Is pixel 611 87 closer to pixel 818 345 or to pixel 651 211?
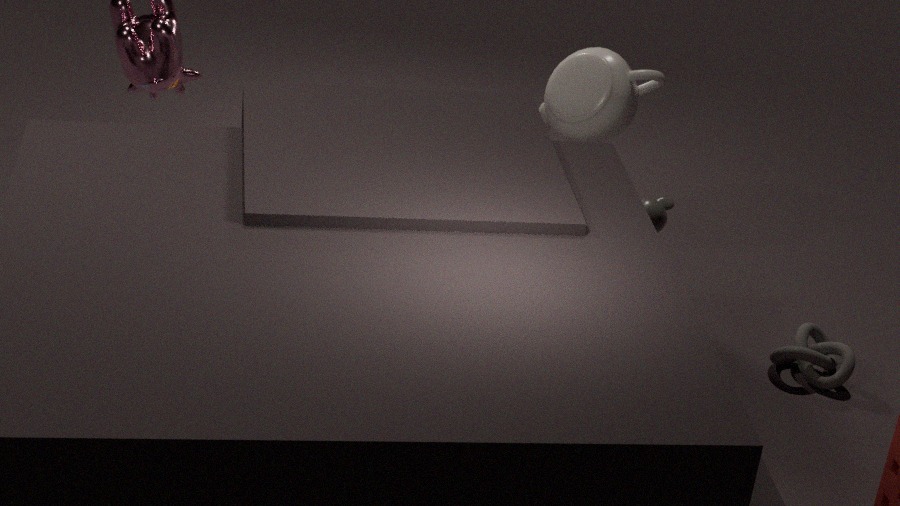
pixel 651 211
